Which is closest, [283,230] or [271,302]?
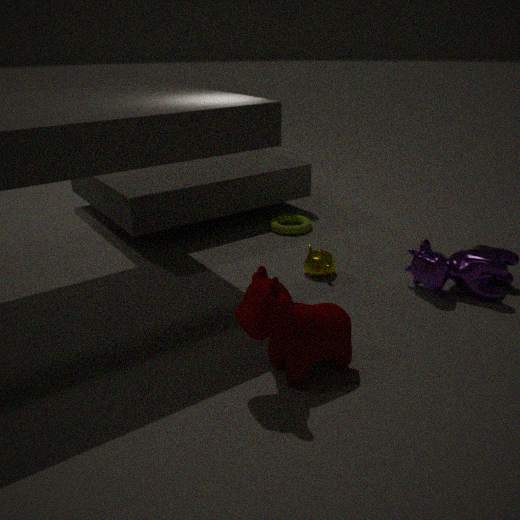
[271,302]
